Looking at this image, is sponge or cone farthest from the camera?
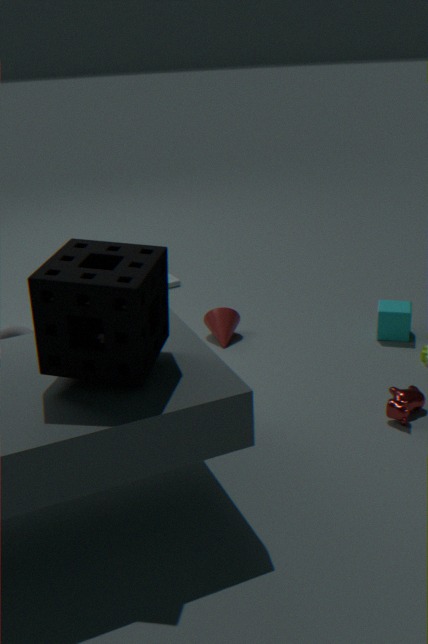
cone
